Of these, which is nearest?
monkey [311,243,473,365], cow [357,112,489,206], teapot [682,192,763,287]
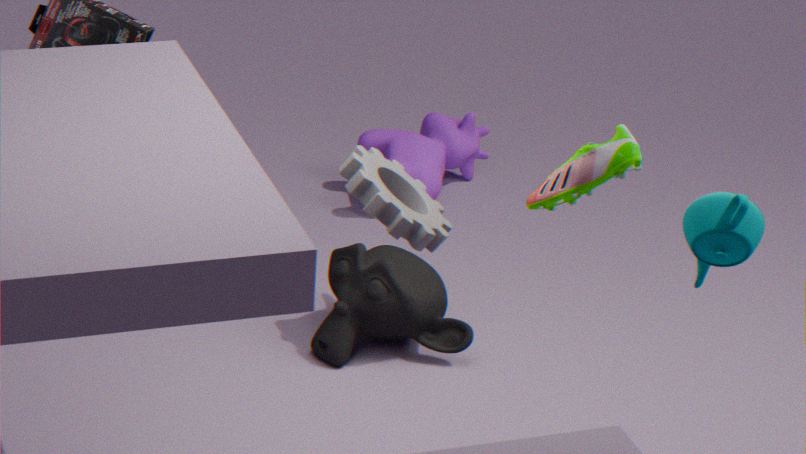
teapot [682,192,763,287]
